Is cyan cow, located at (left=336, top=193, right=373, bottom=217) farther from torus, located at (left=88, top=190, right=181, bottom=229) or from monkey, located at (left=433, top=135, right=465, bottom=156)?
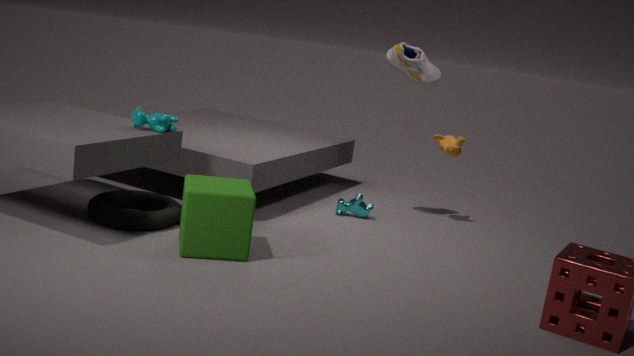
torus, located at (left=88, top=190, right=181, bottom=229)
